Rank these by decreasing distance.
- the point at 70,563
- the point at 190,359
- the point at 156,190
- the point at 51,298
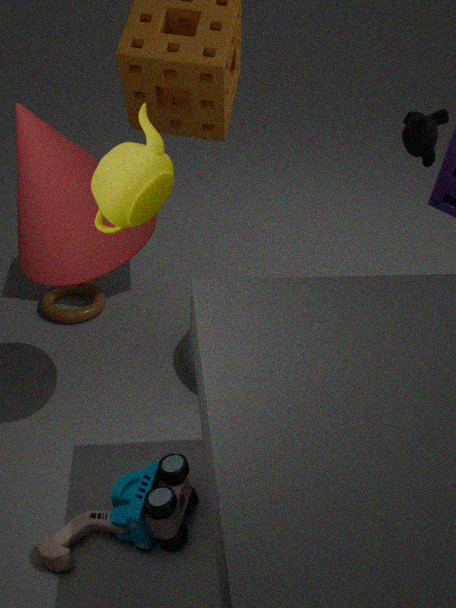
the point at 51,298 < the point at 190,359 < the point at 70,563 < the point at 156,190
